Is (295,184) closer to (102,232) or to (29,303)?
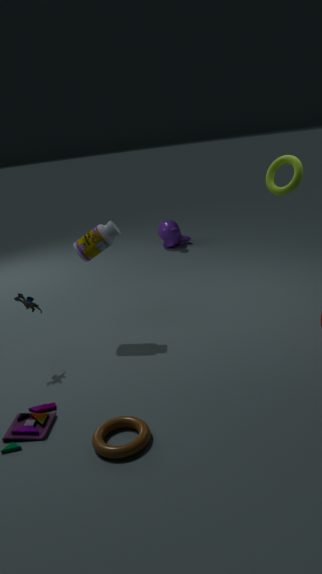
(102,232)
